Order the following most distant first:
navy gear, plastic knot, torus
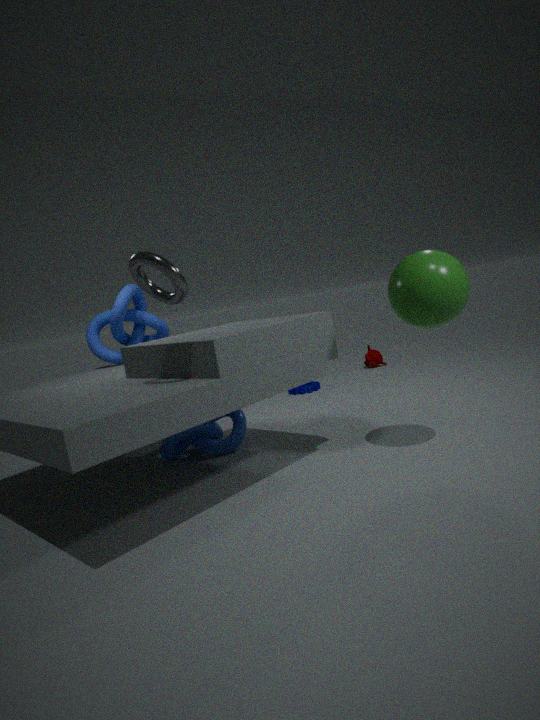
1. navy gear
2. plastic knot
3. torus
